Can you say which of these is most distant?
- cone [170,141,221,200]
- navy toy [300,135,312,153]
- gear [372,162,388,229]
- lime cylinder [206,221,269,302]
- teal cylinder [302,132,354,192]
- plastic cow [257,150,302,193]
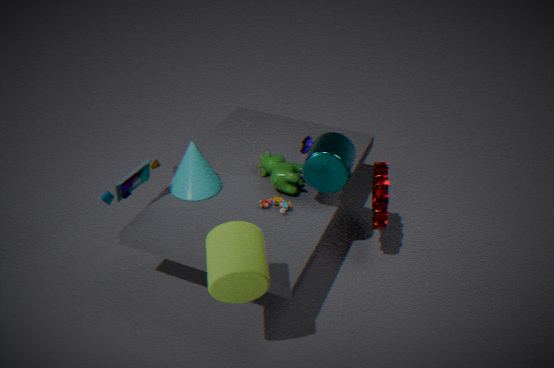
navy toy [300,135,312,153]
